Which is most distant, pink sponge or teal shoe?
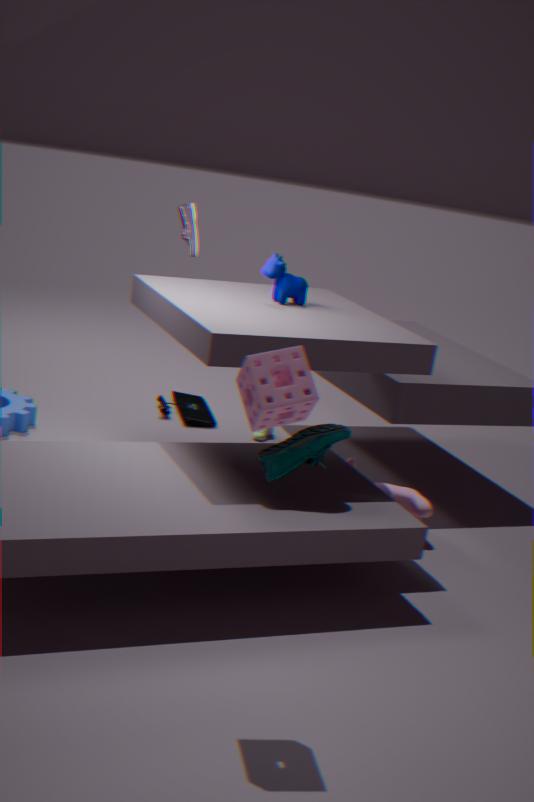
teal shoe
